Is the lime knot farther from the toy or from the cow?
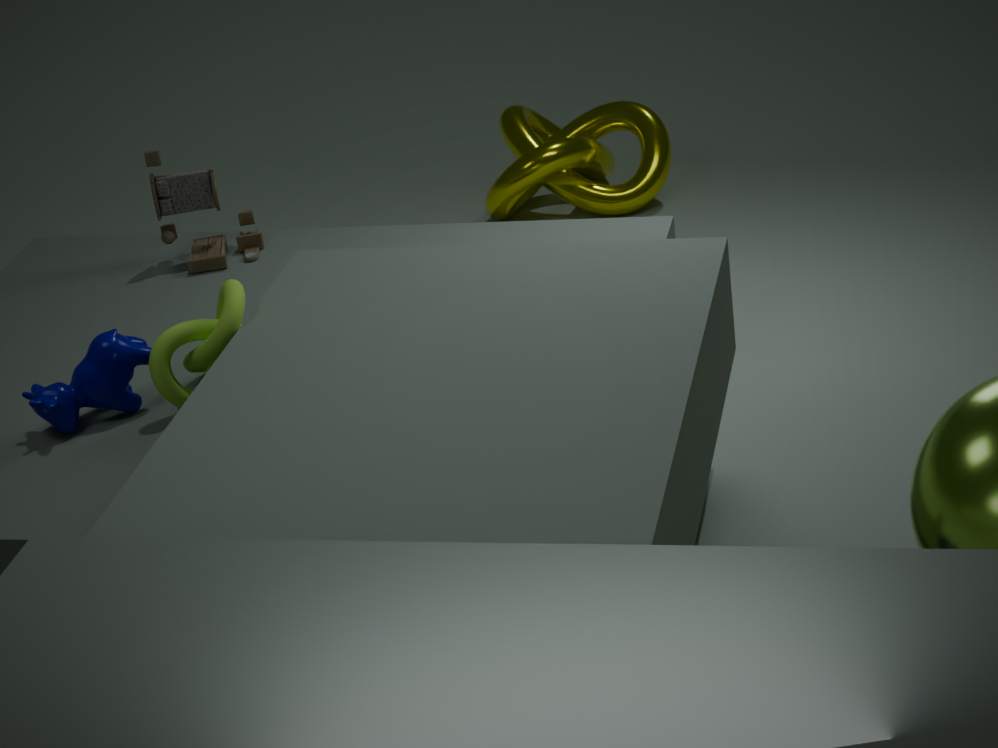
the toy
